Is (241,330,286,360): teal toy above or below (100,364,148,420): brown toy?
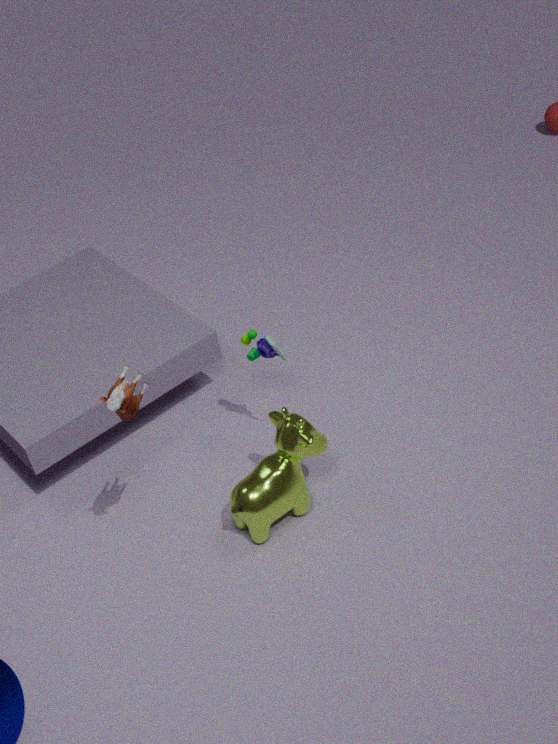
below
